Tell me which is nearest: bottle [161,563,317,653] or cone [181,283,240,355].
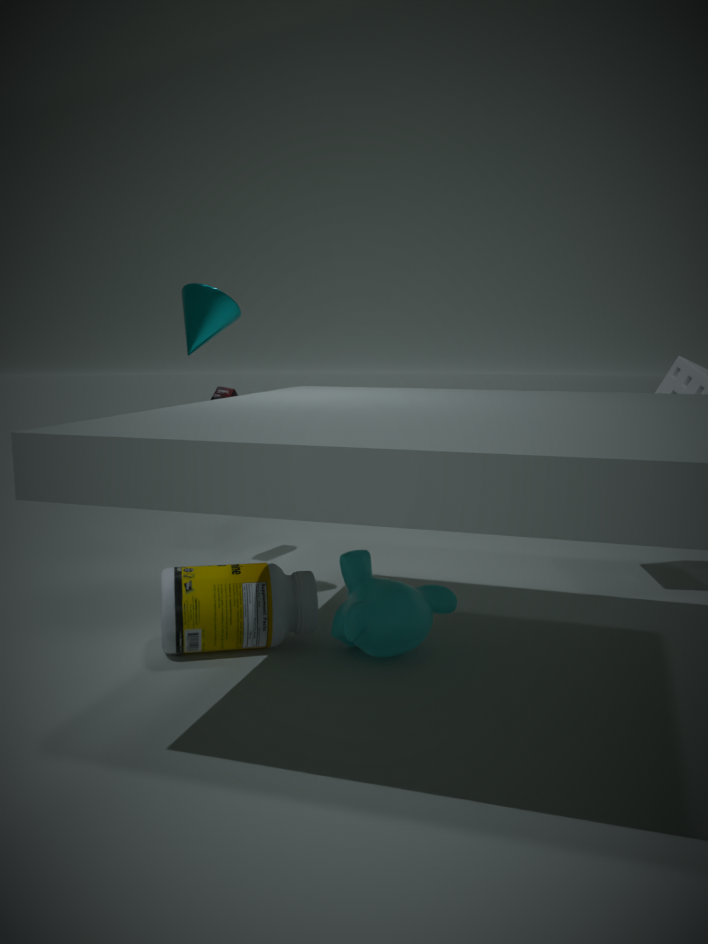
bottle [161,563,317,653]
